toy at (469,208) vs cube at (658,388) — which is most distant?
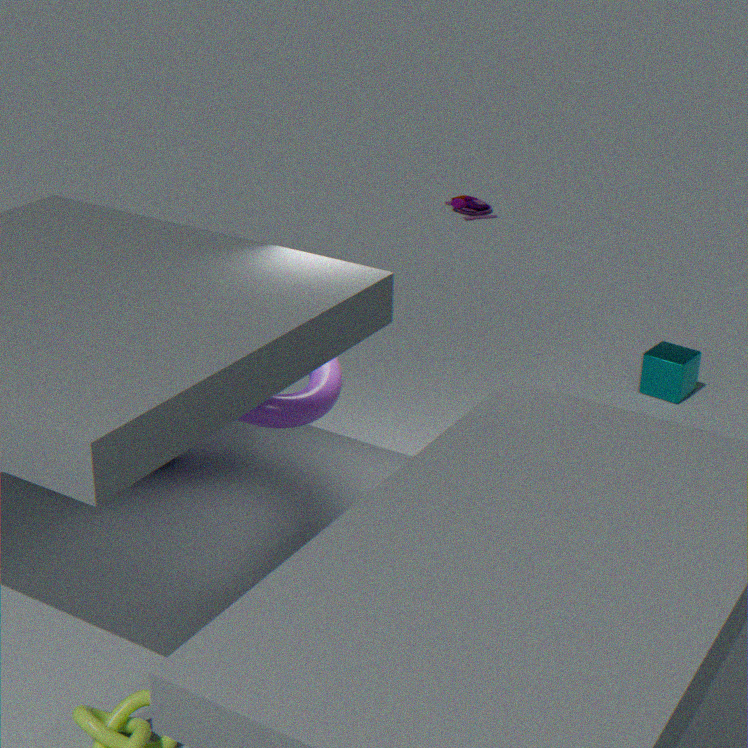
toy at (469,208)
